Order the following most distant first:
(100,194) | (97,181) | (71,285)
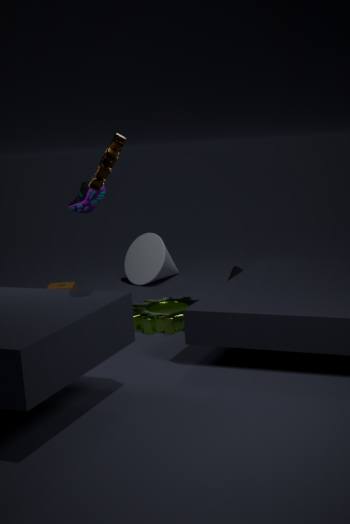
(71,285), (100,194), (97,181)
